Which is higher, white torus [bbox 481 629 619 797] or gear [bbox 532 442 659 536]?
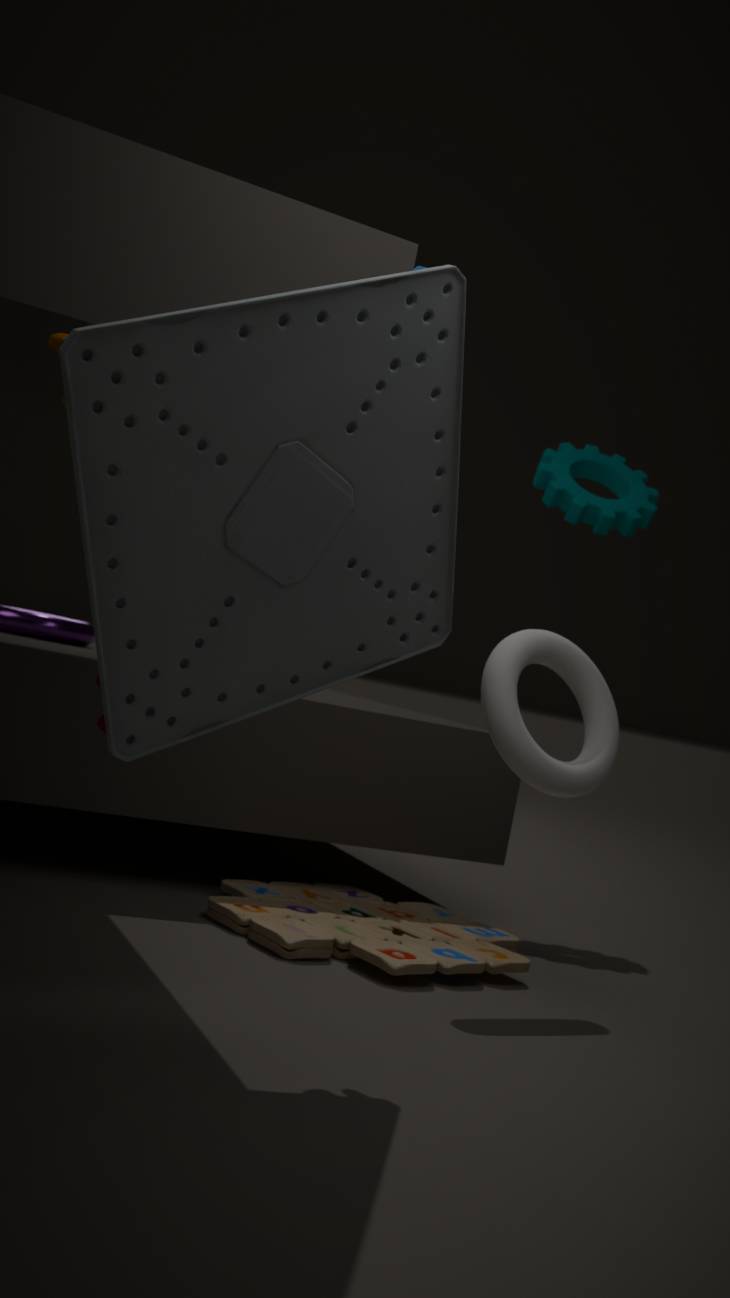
gear [bbox 532 442 659 536]
